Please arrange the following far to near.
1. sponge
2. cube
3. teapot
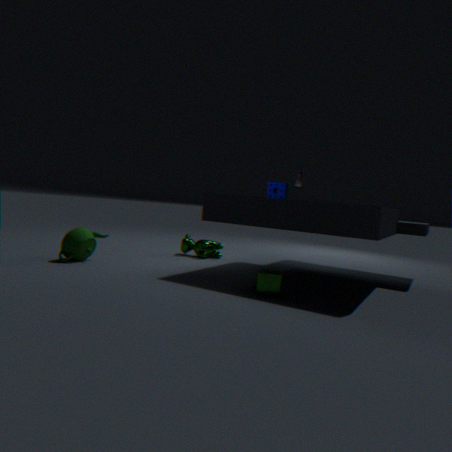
sponge → teapot → cube
